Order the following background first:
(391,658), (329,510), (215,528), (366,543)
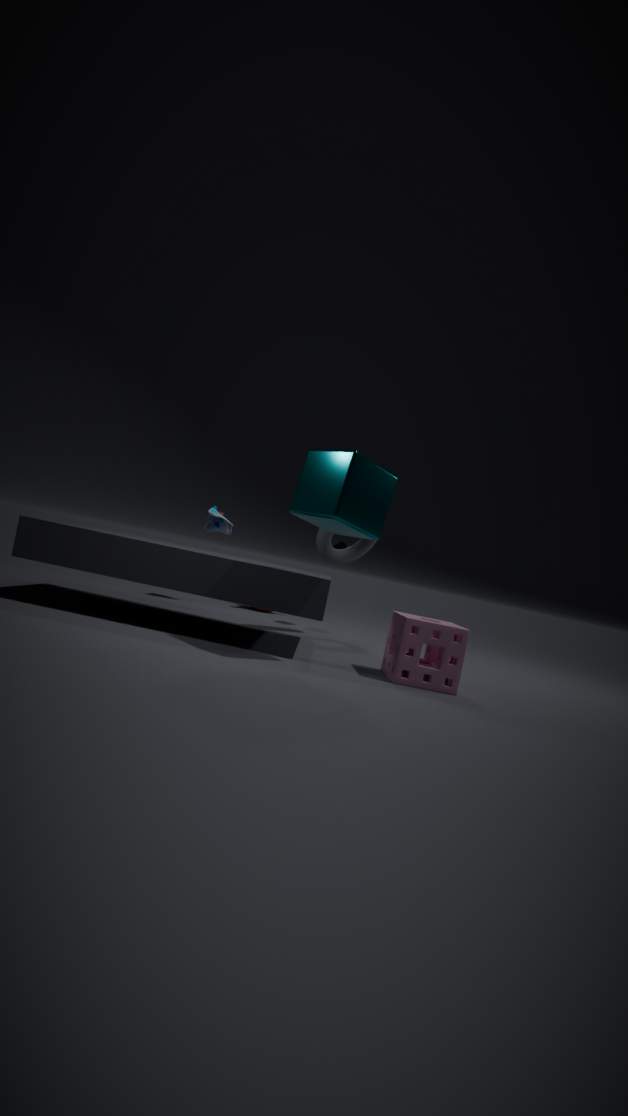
(215,528), (366,543), (391,658), (329,510)
